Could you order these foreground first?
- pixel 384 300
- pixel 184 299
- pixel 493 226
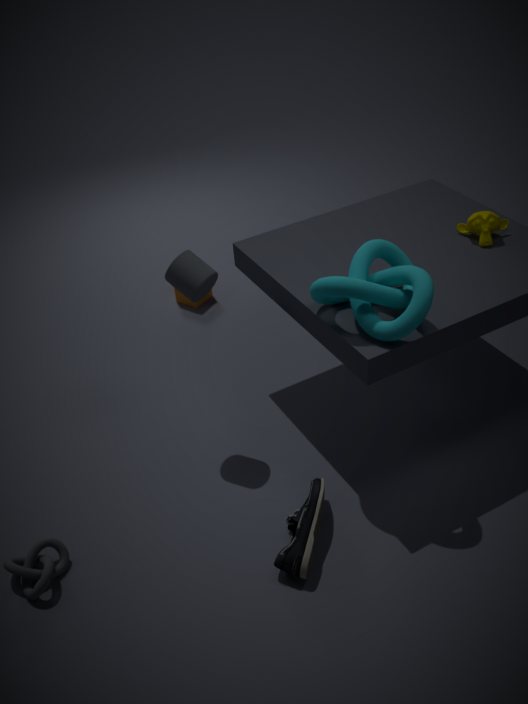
pixel 384 300, pixel 493 226, pixel 184 299
